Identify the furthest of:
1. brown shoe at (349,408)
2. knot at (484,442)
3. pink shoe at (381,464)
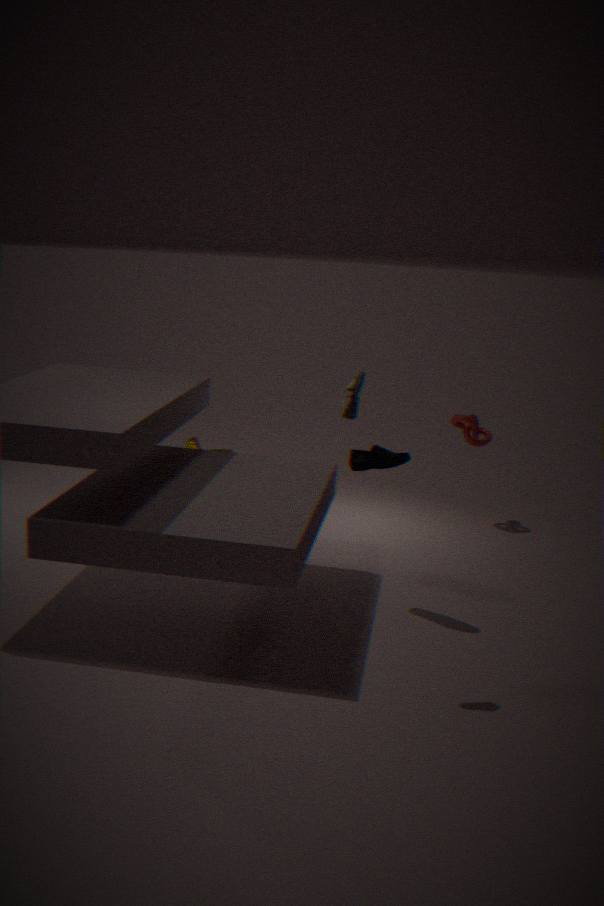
knot at (484,442)
